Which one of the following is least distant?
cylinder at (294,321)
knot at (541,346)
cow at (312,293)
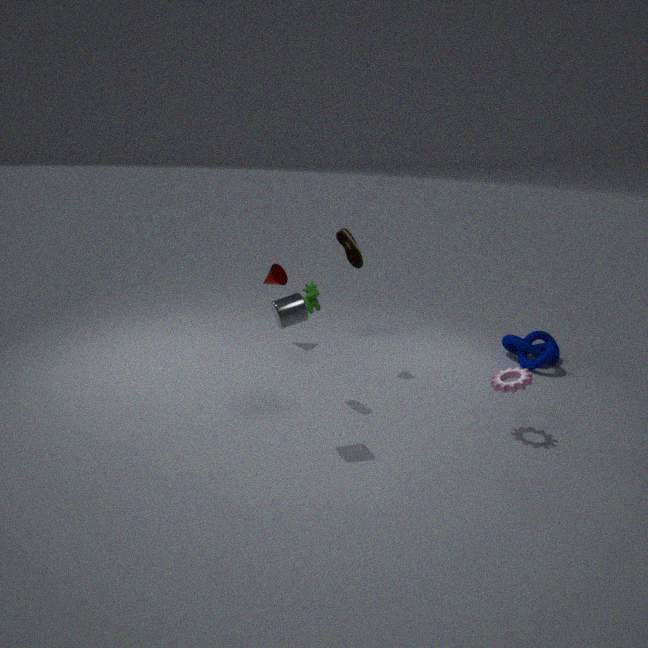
cylinder at (294,321)
